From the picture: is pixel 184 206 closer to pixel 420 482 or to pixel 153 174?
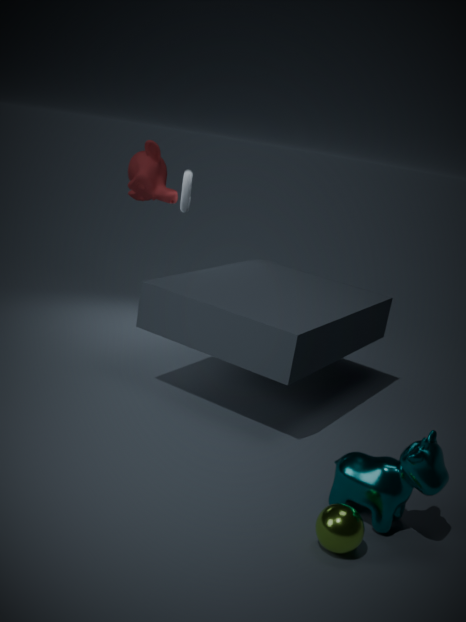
pixel 153 174
